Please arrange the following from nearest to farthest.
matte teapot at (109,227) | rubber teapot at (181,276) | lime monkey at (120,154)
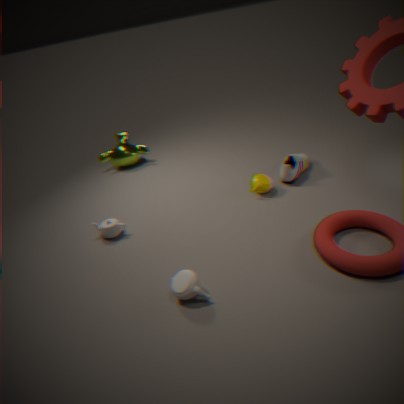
rubber teapot at (181,276) < matte teapot at (109,227) < lime monkey at (120,154)
